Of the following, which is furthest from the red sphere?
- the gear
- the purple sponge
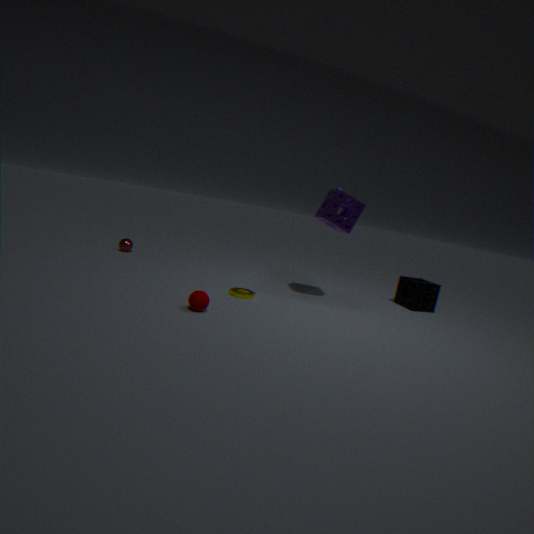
the purple sponge
